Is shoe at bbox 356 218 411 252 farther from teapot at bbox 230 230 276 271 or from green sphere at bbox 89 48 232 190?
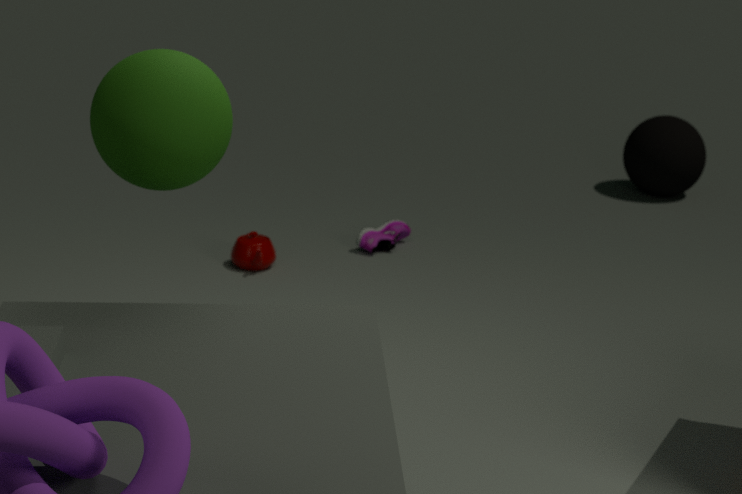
green sphere at bbox 89 48 232 190
